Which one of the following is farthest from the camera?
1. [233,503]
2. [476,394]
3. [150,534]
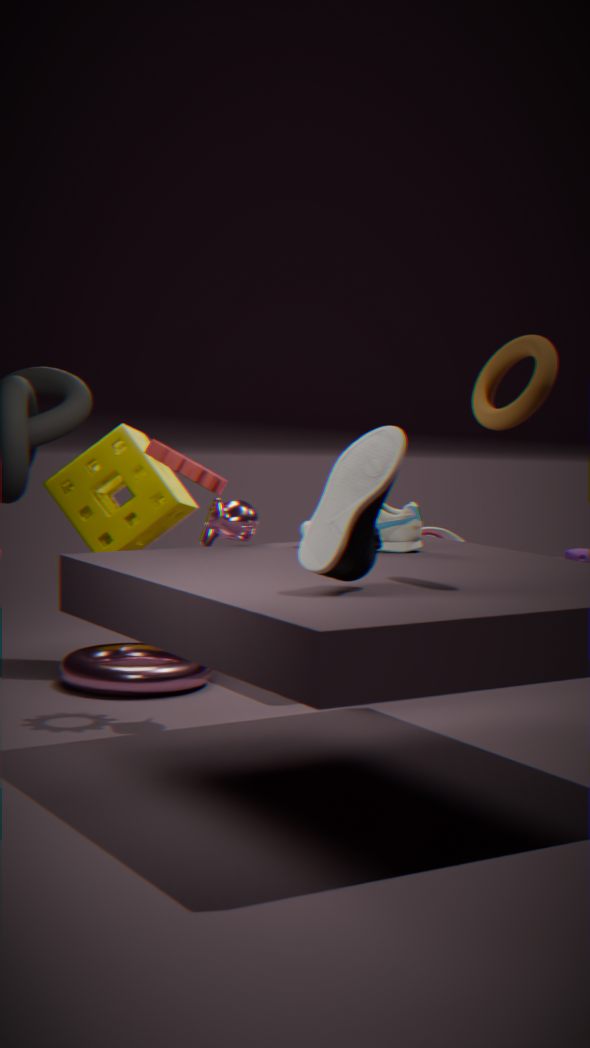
[150,534]
